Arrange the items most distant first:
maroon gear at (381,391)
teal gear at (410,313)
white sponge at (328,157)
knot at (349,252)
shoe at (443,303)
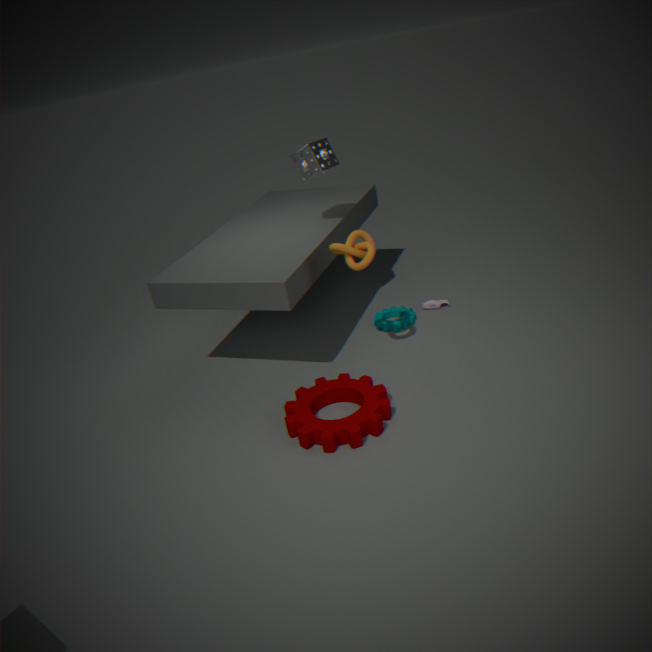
shoe at (443,303), teal gear at (410,313), white sponge at (328,157), knot at (349,252), maroon gear at (381,391)
